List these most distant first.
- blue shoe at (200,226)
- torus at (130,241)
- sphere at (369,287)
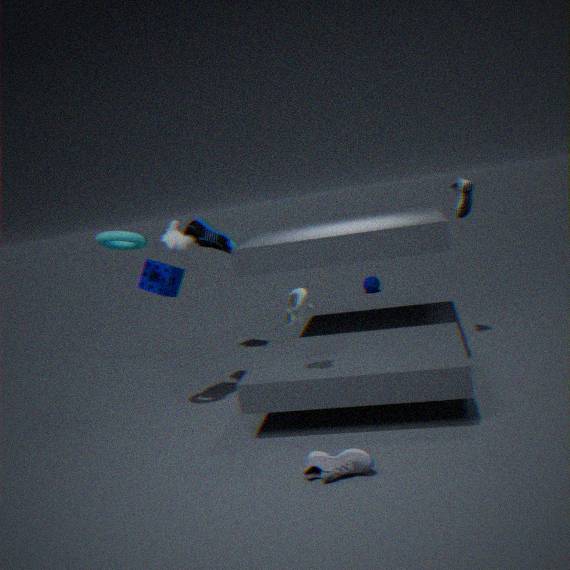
sphere at (369,287) → blue shoe at (200,226) → torus at (130,241)
